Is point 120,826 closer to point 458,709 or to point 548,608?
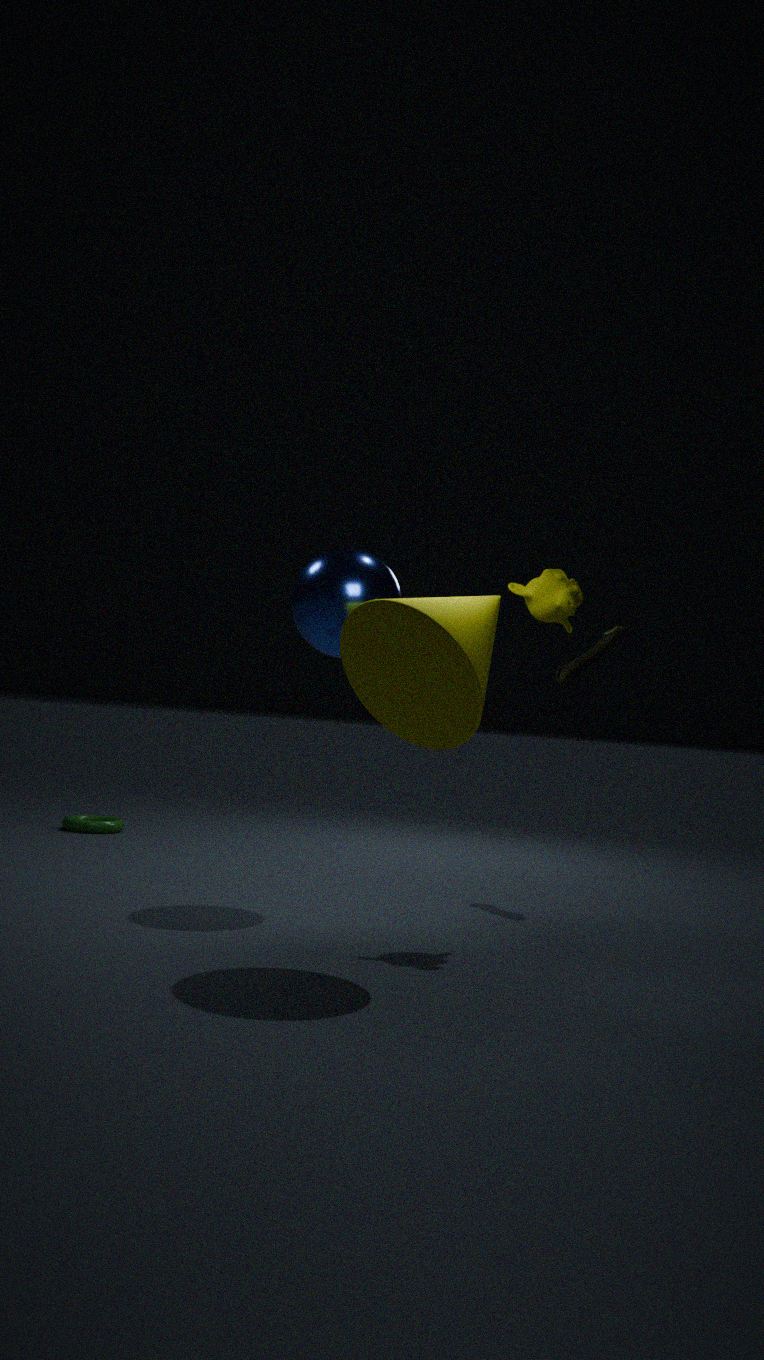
point 548,608
